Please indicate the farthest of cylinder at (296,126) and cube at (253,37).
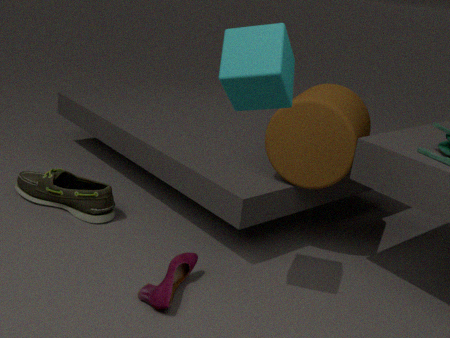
cylinder at (296,126)
